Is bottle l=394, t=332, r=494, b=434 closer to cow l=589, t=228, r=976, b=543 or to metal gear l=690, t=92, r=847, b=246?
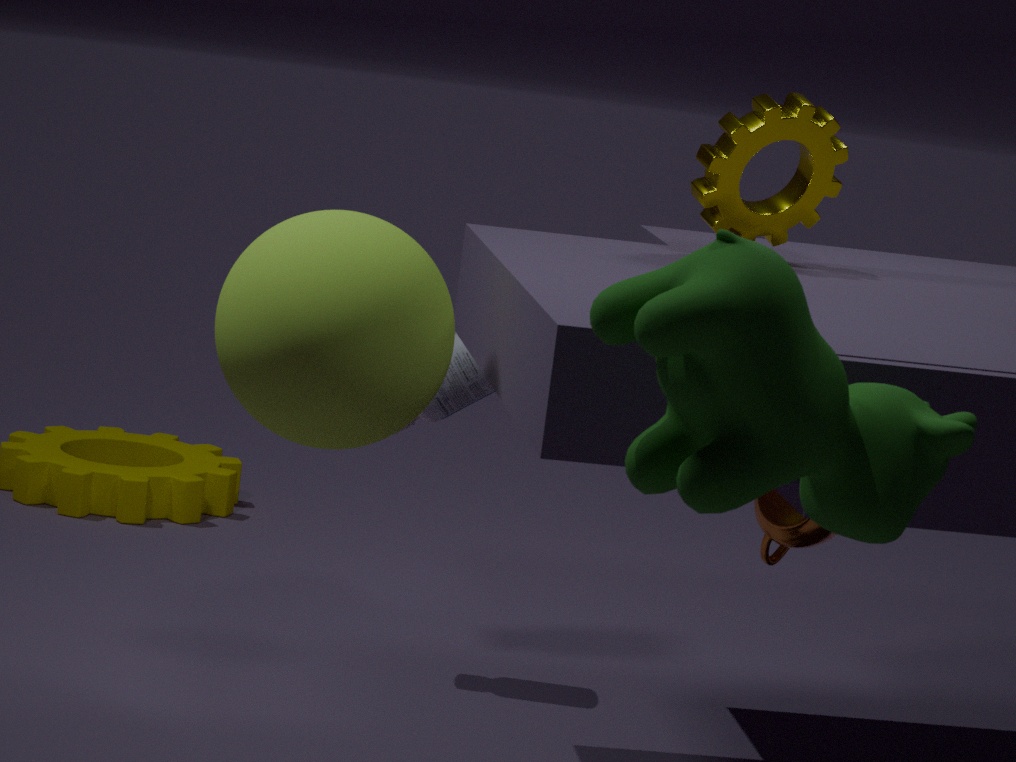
metal gear l=690, t=92, r=847, b=246
